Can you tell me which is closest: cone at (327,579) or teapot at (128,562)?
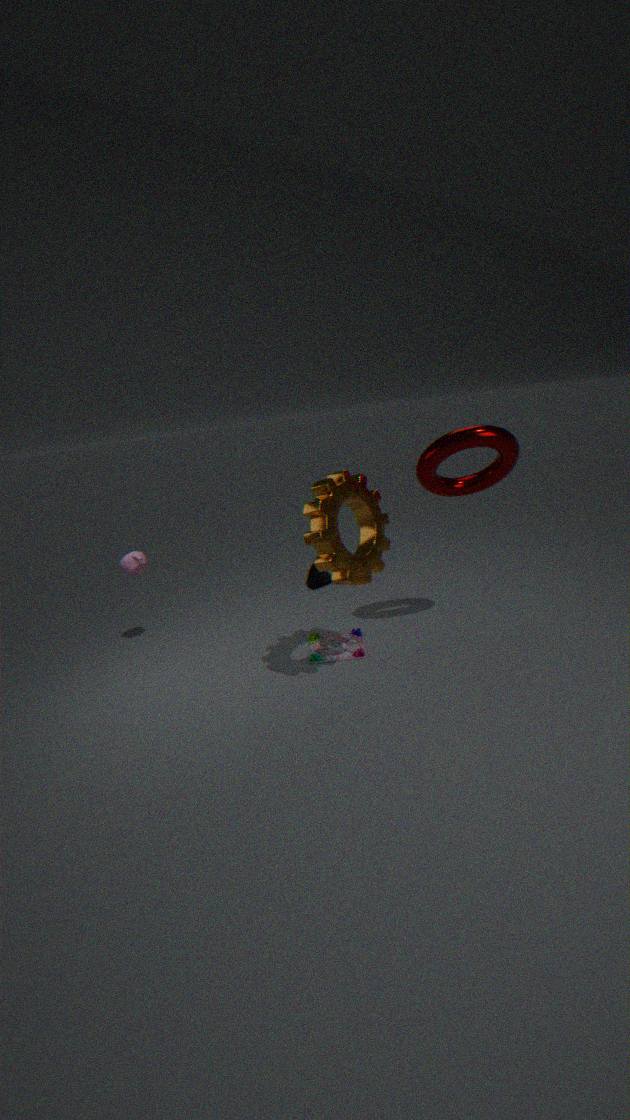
teapot at (128,562)
